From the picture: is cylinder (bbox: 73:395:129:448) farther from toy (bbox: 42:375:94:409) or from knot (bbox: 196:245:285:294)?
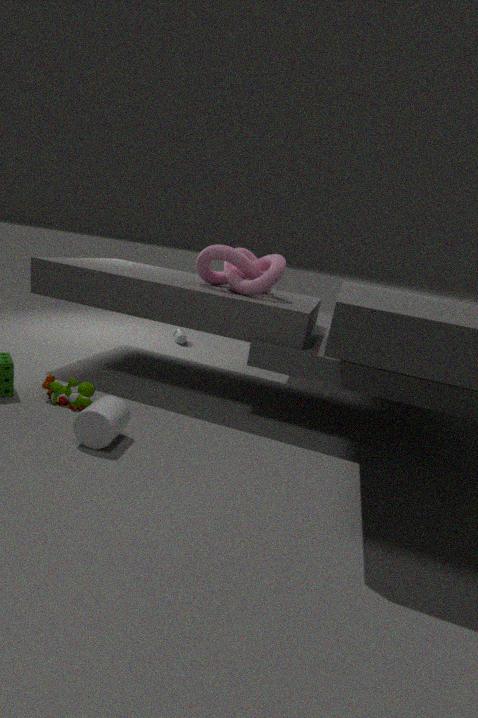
knot (bbox: 196:245:285:294)
